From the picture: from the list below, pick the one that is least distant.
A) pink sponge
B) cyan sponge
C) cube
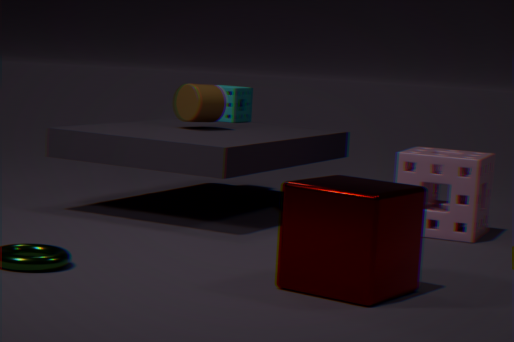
cube
